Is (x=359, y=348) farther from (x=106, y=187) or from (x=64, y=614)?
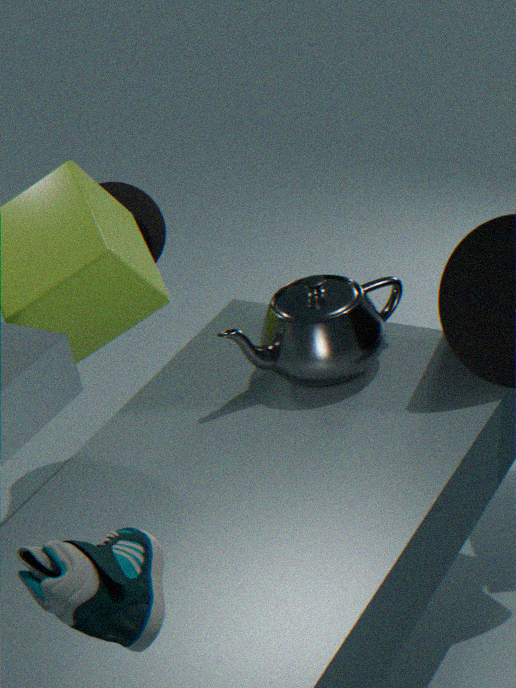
(x=64, y=614)
